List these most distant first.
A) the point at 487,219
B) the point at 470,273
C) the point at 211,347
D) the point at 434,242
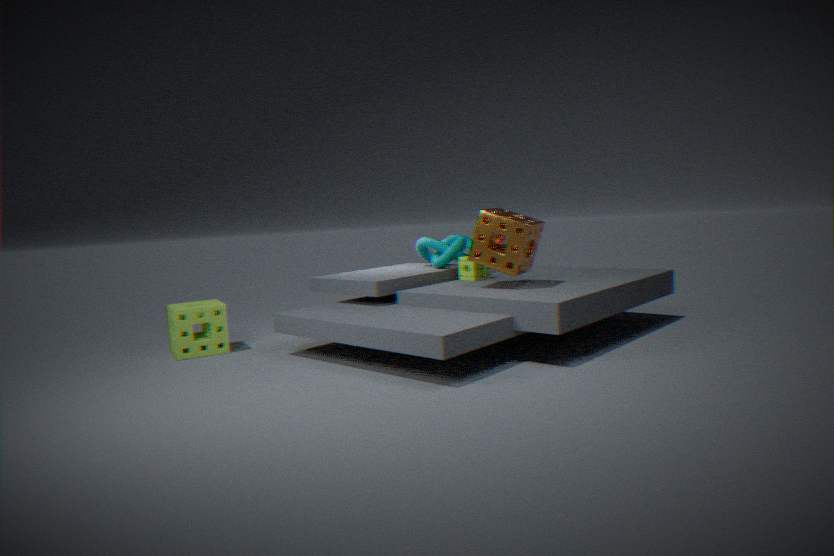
the point at 434,242, the point at 470,273, the point at 211,347, the point at 487,219
